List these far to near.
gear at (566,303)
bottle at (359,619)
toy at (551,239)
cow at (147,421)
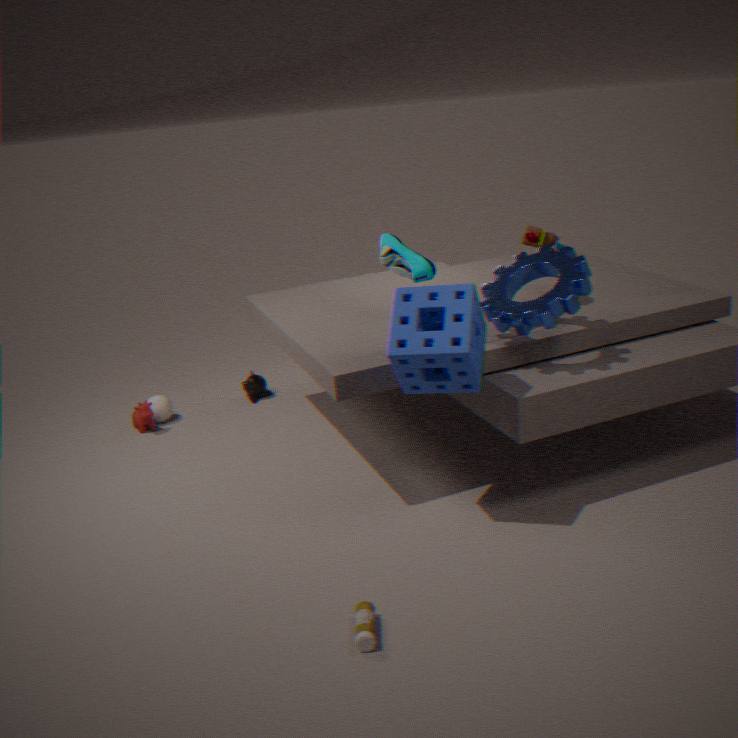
1. cow at (147,421)
2. toy at (551,239)
3. gear at (566,303)
4. bottle at (359,619)
